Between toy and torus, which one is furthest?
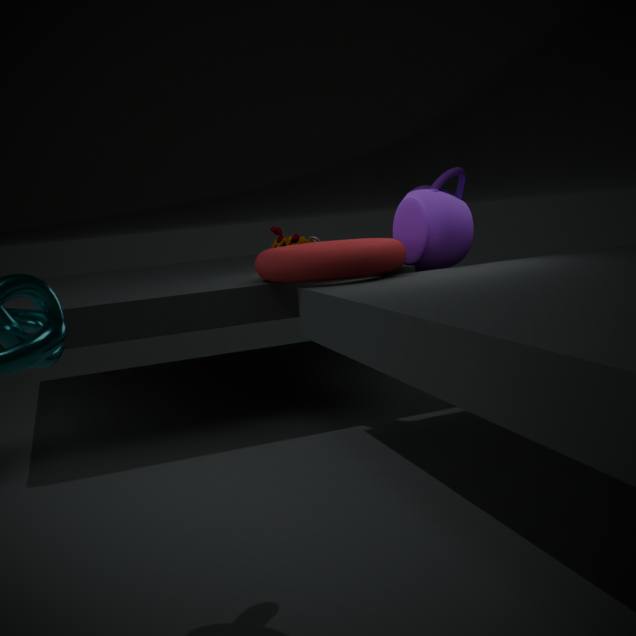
toy
